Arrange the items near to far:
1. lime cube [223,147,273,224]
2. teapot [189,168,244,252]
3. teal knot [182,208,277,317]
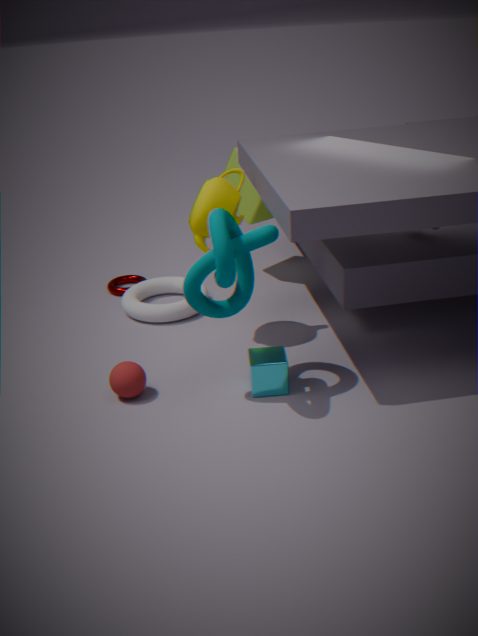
teal knot [182,208,277,317] < teapot [189,168,244,252] < lime cube [223,147,273,224]
